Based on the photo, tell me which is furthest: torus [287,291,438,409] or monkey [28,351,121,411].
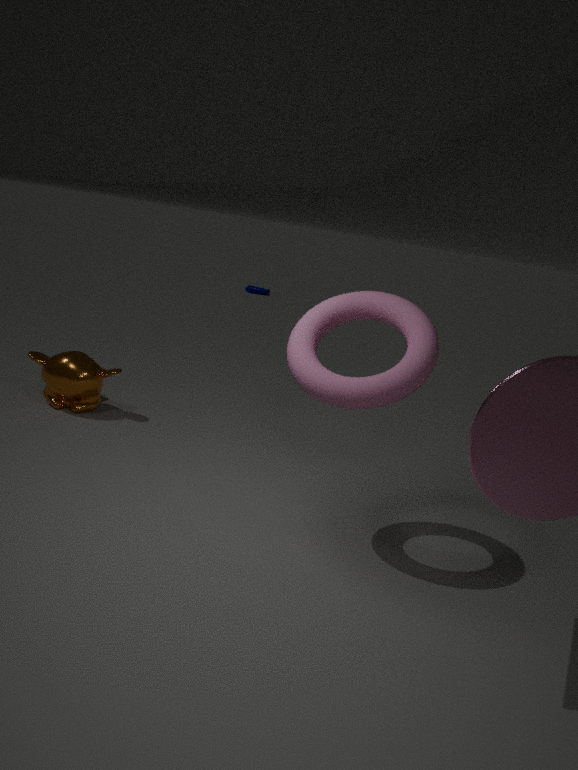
monkey [28,351,121,411]
